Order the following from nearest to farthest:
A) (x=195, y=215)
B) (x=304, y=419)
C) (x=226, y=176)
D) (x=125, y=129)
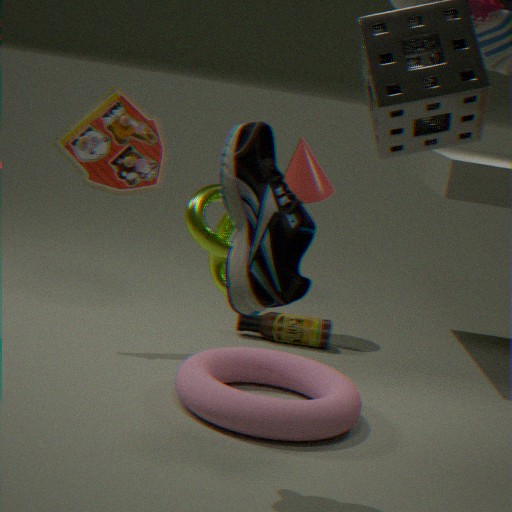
(x=226, y=176) < (x=195, y=215) < (x=304, y=419) < (x=125, y=129)
